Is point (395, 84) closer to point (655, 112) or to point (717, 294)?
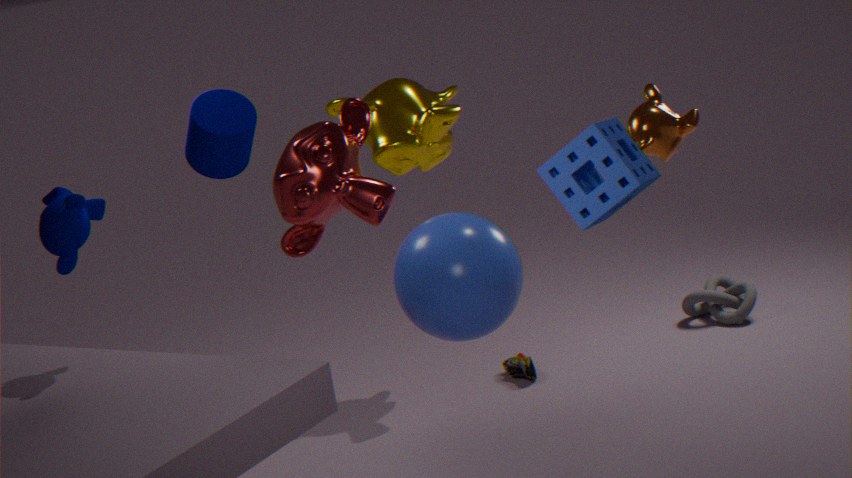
point (655, 112)
